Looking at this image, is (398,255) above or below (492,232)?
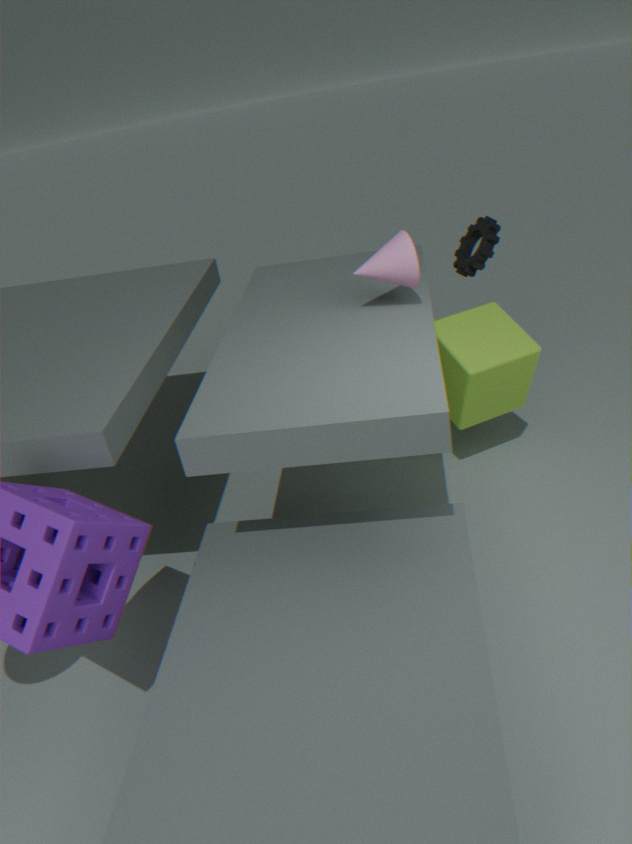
above
